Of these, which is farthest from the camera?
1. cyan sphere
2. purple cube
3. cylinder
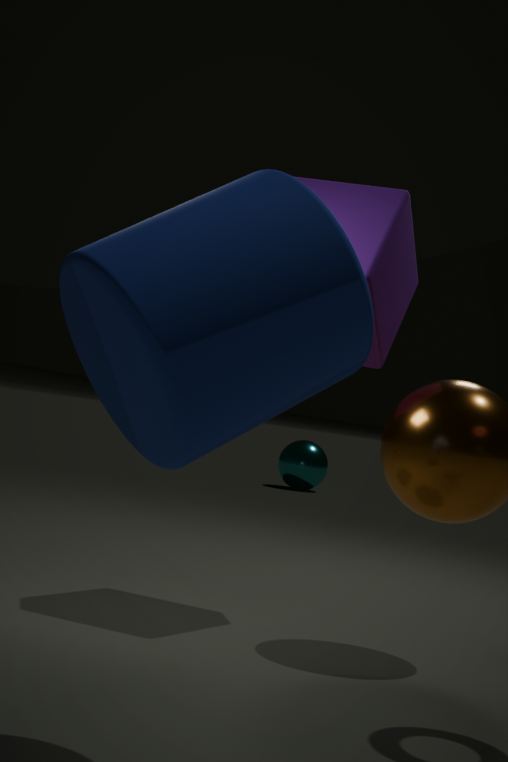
cyan sphere
